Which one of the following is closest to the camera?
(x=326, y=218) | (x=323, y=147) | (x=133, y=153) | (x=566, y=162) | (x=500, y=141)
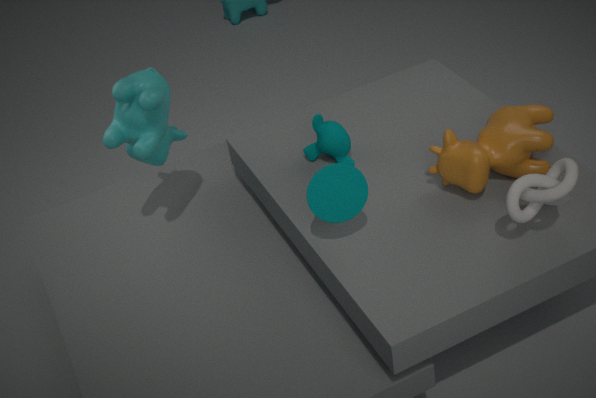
(x=566, y=162)
